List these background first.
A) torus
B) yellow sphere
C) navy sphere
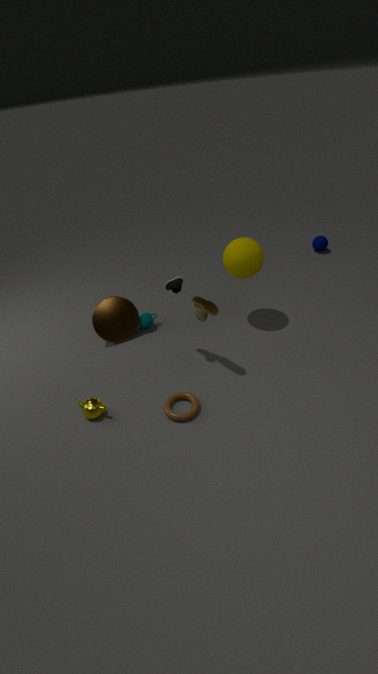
navy sphere < yellow sphere < torus
